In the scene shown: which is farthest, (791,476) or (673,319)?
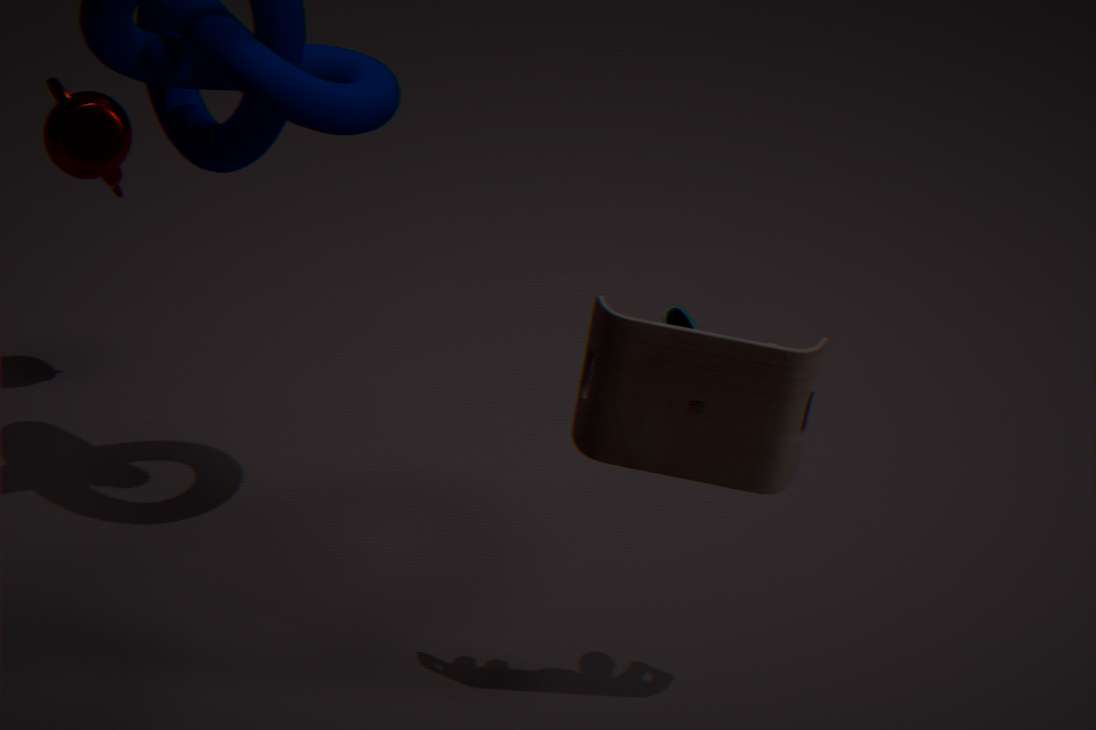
(673,319)
